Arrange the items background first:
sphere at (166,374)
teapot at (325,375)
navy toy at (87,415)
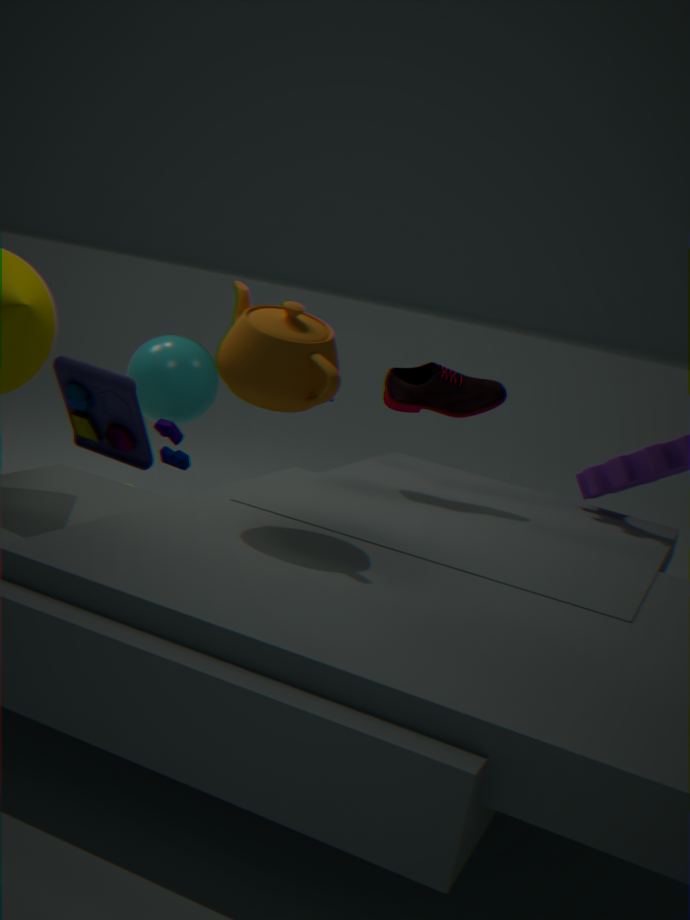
sphere at (166,374)
navy toy at (87,415)
teapot at (325,375)
